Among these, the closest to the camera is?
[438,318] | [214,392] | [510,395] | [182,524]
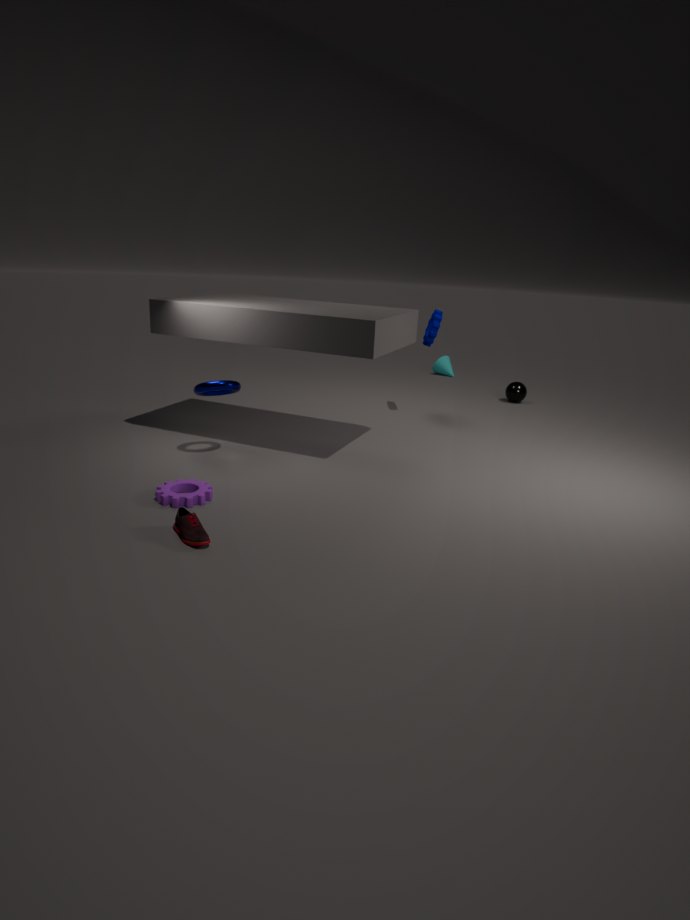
[182,524]
